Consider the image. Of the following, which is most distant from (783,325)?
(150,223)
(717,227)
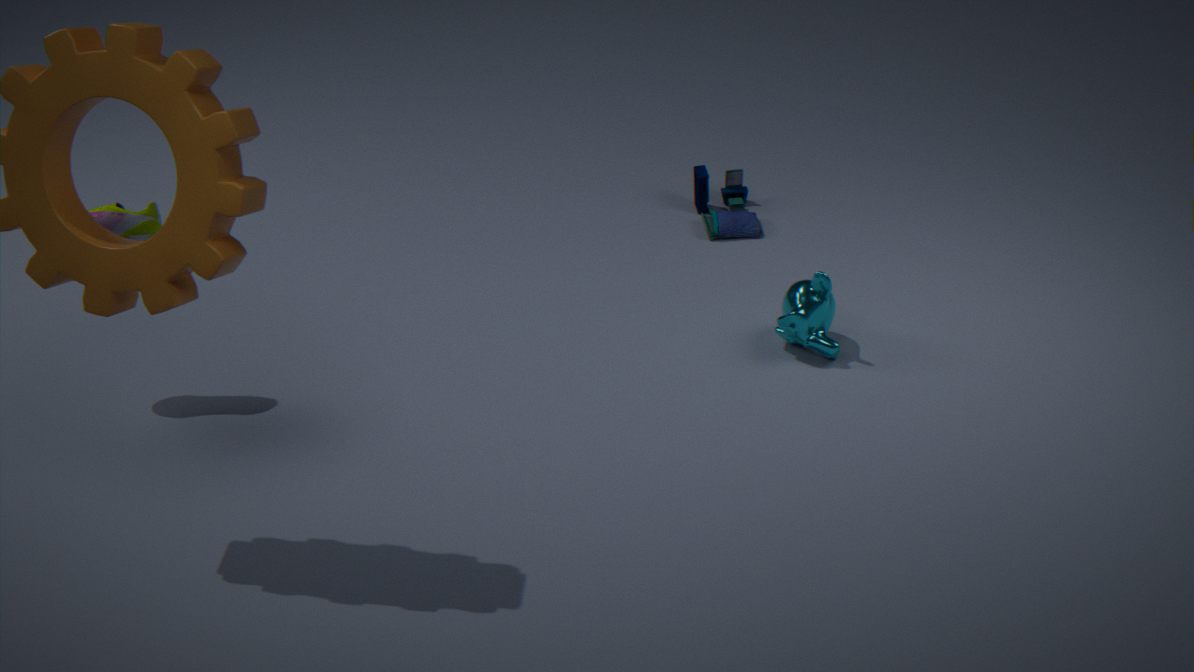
(150,223)
